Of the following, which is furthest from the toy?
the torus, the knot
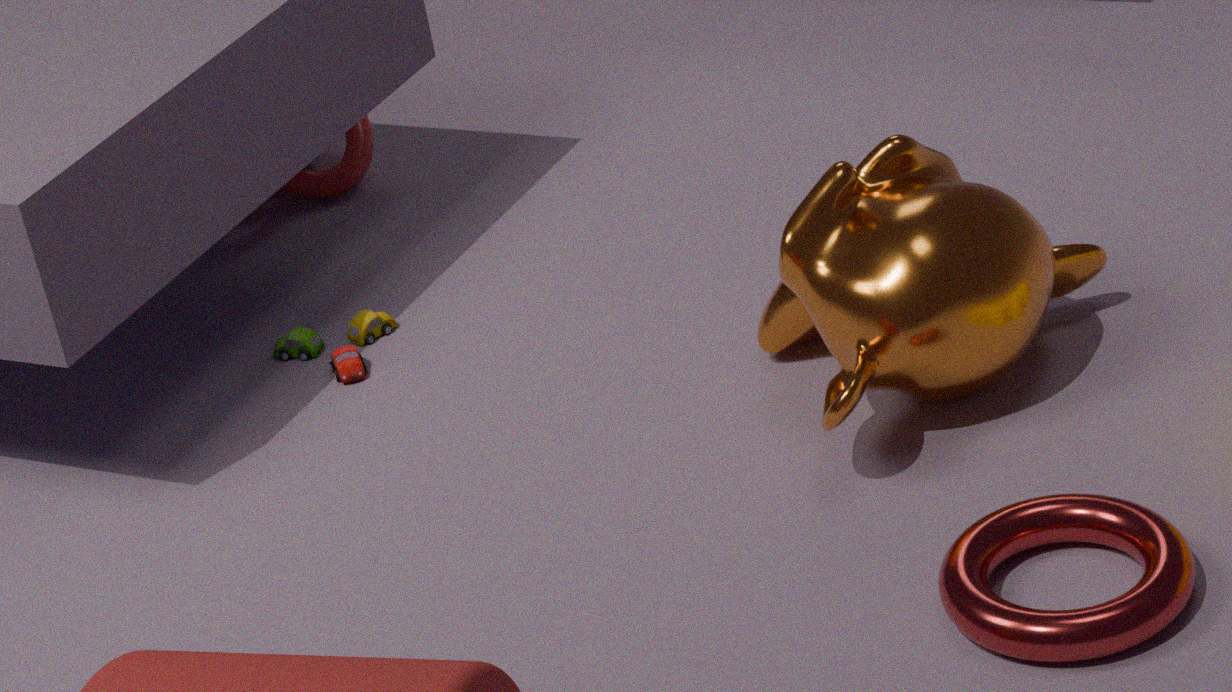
the torus
